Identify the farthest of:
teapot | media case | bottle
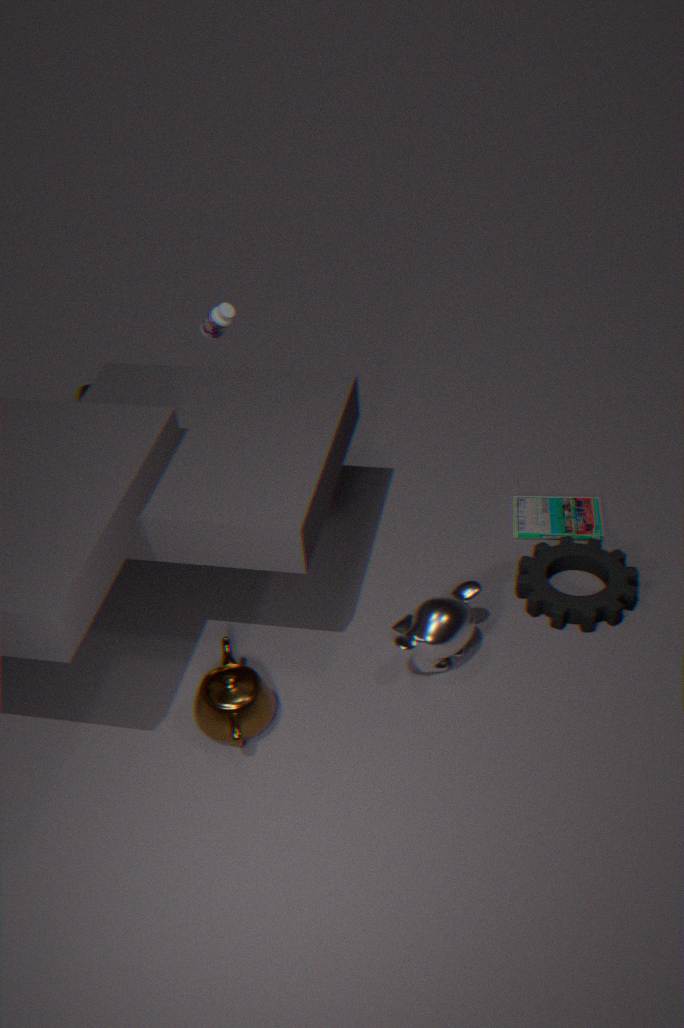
bottle
